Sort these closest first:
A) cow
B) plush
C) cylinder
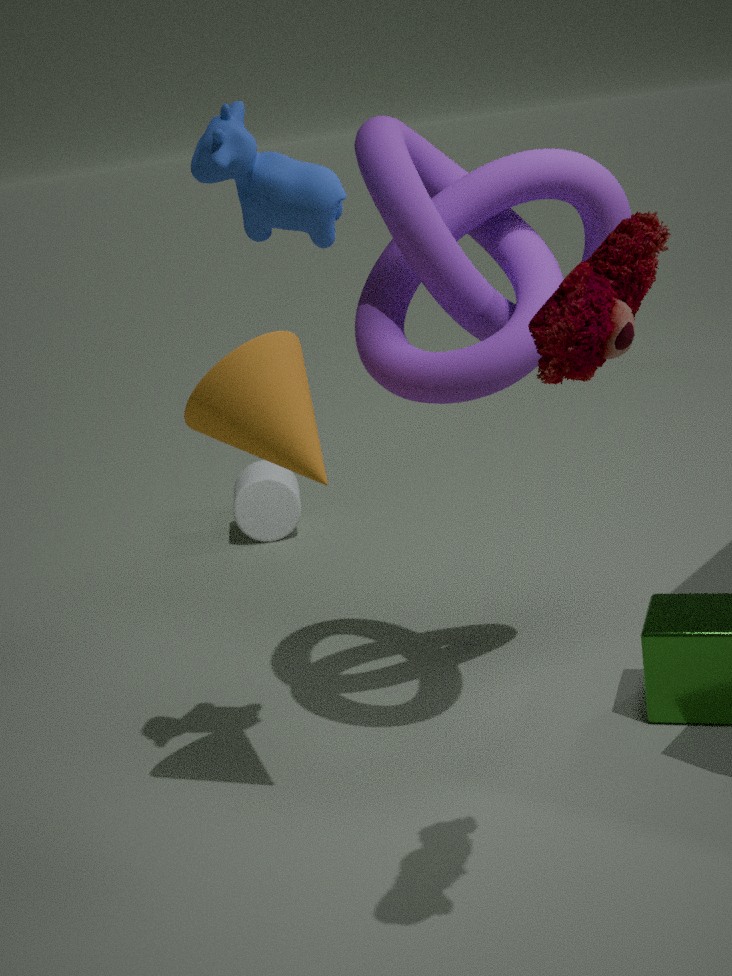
plush < cow < cylinder
